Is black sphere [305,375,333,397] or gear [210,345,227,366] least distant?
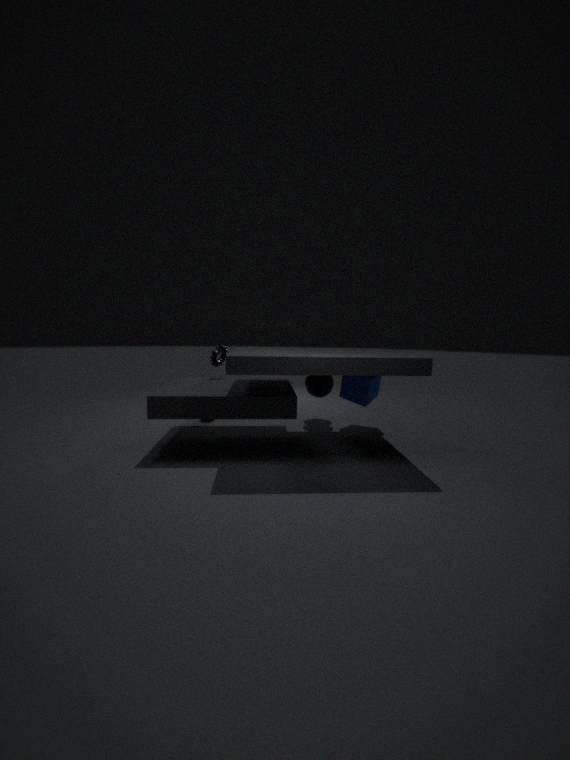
black sphere [305,375,333,397]
